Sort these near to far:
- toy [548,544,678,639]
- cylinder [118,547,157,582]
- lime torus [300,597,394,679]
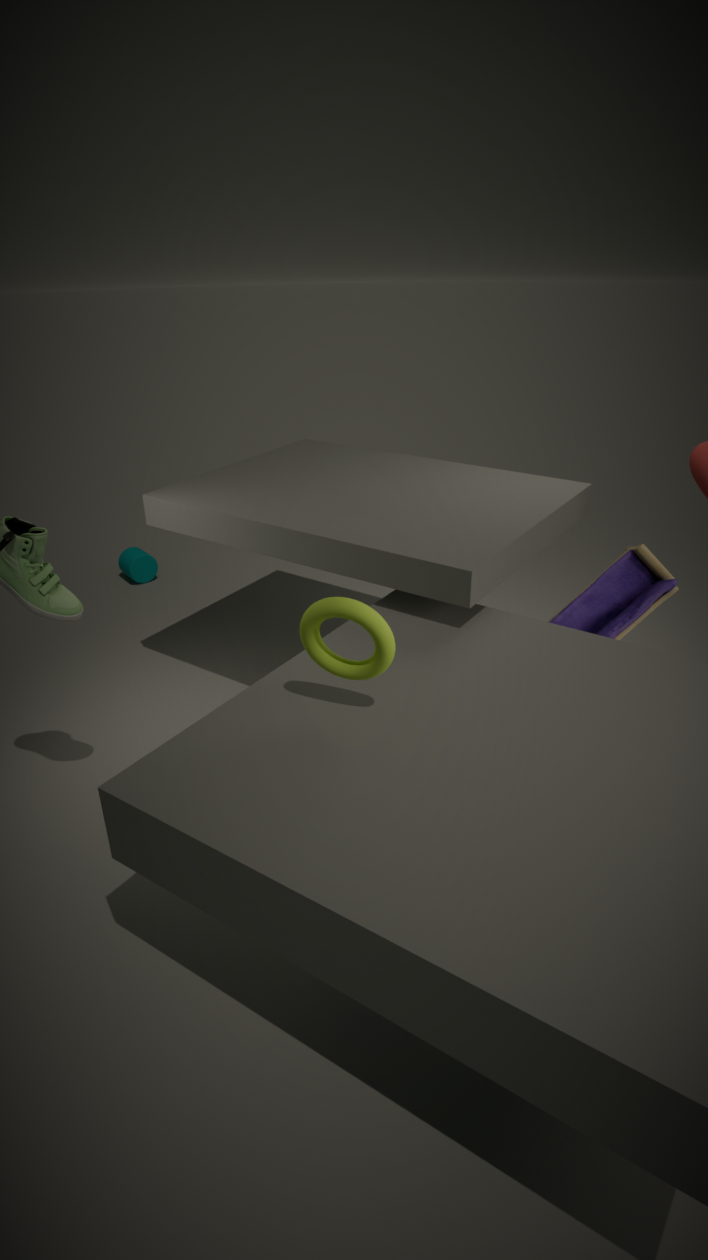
lime torus [300,597,394,679]
toy [548,544,678,639]
cylinder [118,547,157,582]
